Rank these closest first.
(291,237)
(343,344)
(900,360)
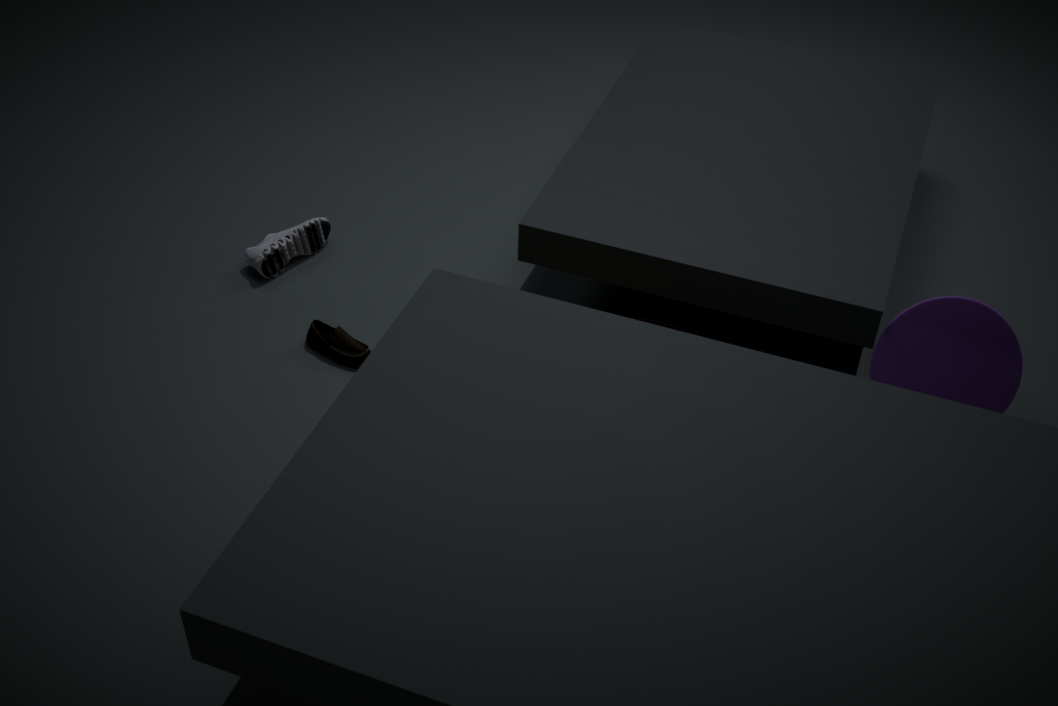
(900,360), (343,344), (291,237)
